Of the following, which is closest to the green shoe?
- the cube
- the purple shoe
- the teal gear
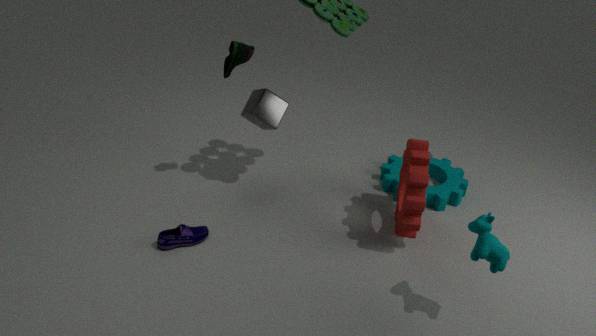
the cube
